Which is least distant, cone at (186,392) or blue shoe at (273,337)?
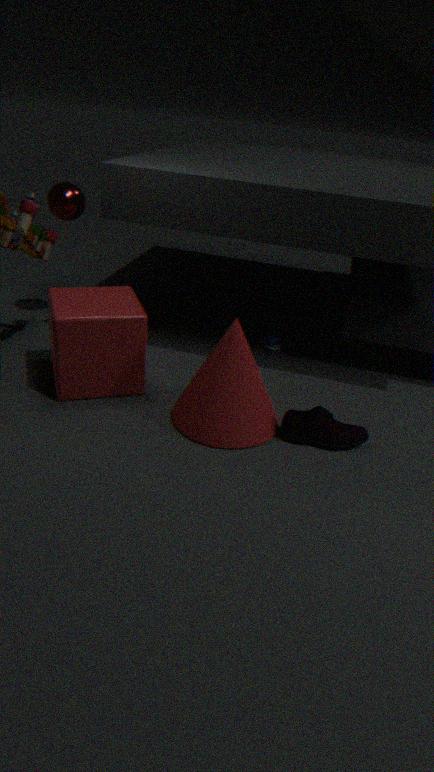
cone at (186,392)
